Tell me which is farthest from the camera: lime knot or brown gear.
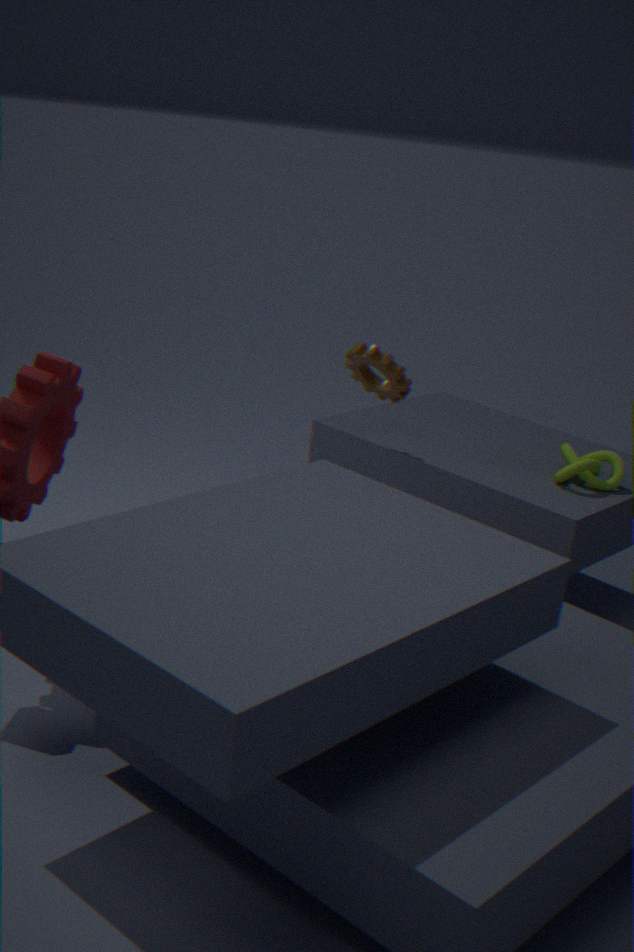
brown gear
